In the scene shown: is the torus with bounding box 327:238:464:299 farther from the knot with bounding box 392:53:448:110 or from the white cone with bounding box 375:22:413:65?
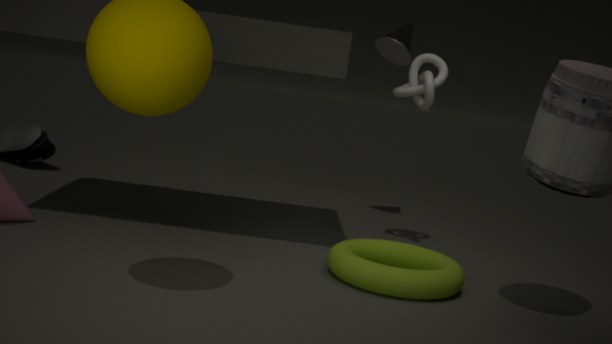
the white cone with bounding box 375:22:413:65
